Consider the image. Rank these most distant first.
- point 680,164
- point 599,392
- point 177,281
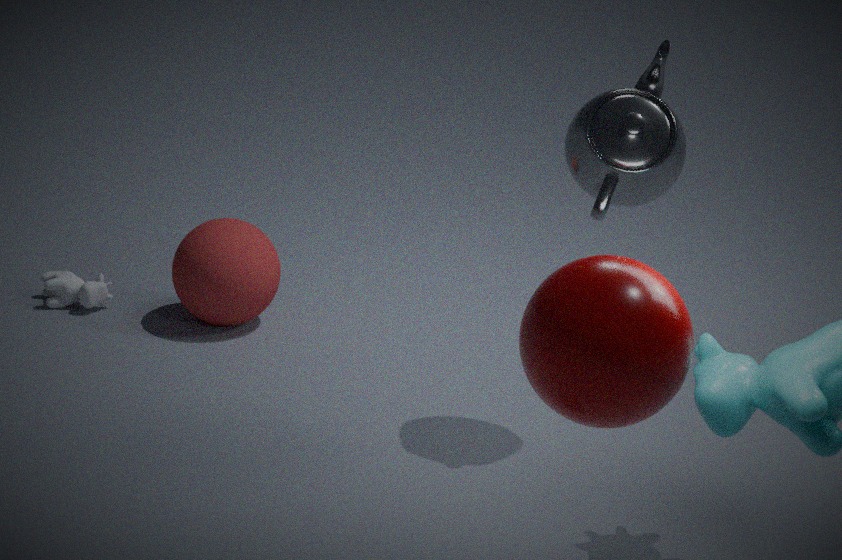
point 177,281, point 680,164, point 599,392
